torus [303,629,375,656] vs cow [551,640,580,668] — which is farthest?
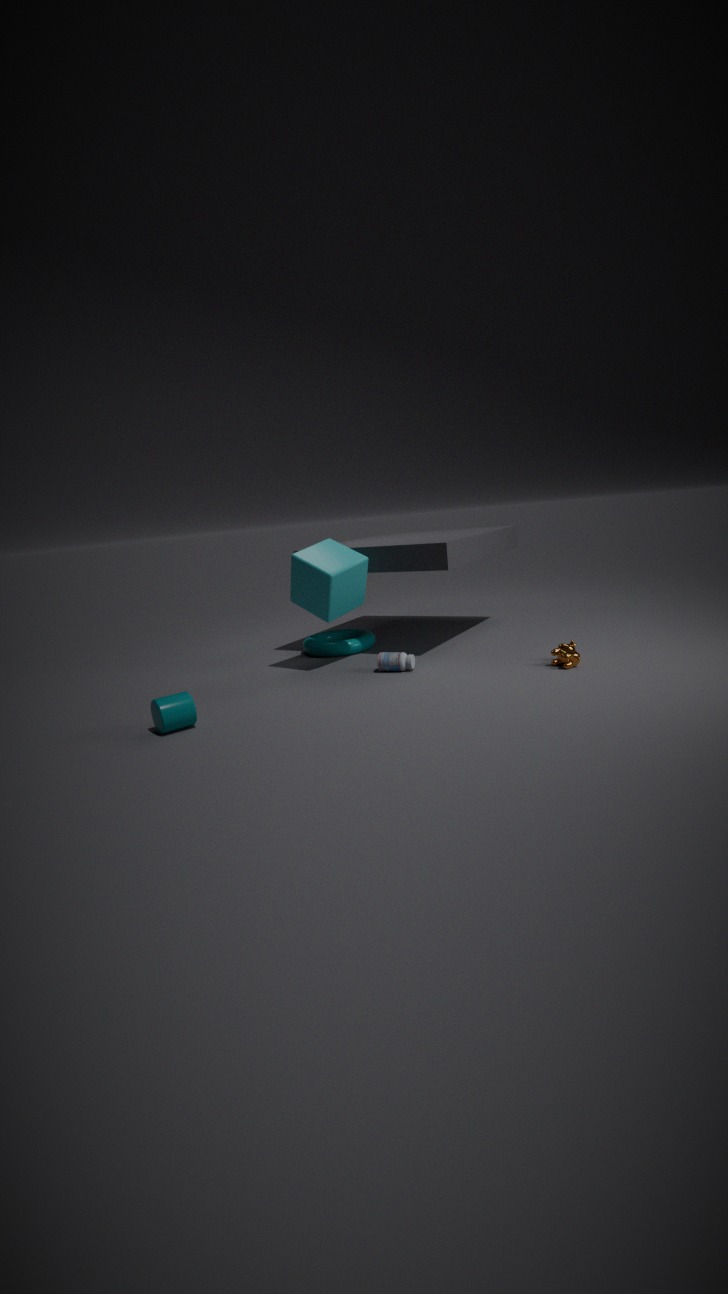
torus [303,629,375,656]
